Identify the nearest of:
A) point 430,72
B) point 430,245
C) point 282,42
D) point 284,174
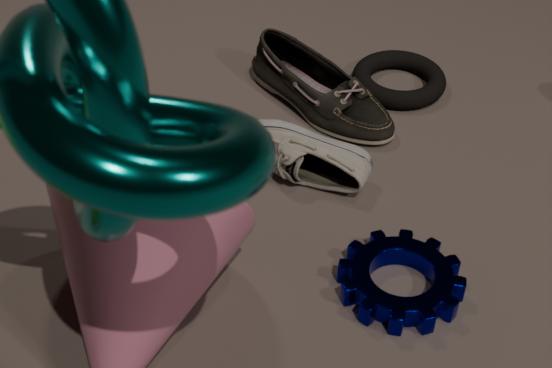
point 430,245
